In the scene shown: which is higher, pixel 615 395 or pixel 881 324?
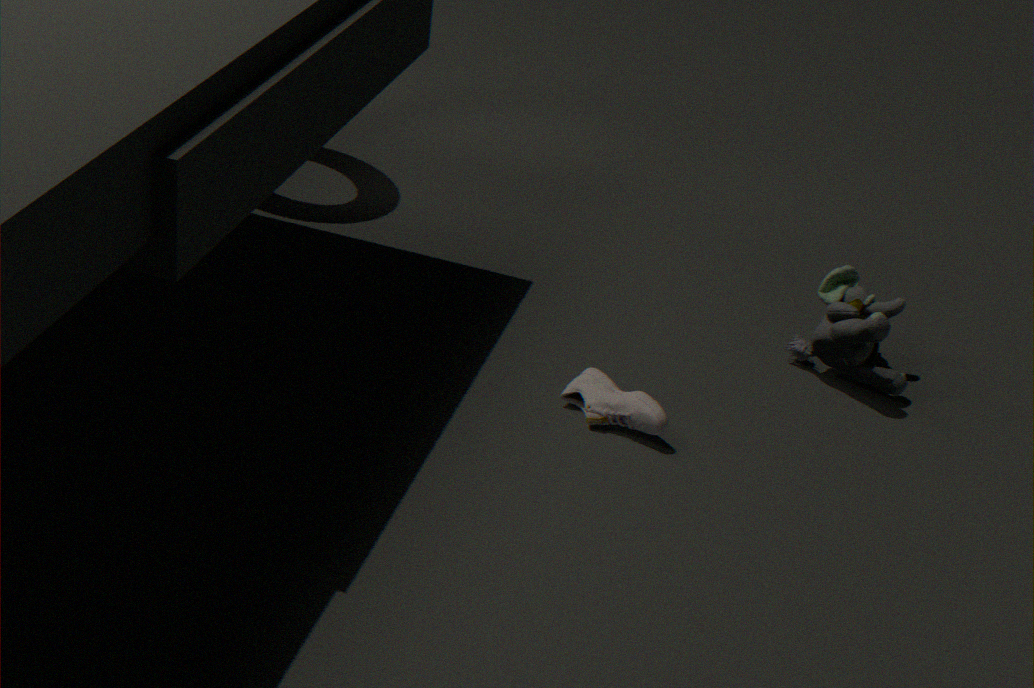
pixel 881 324
